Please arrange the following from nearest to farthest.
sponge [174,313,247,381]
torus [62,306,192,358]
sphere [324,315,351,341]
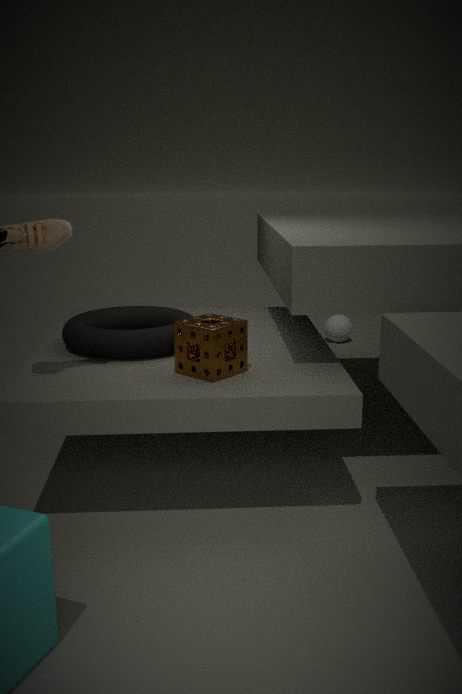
sponge [174,313,247,381] < torus [62,306,192,358] < sphere [324,315,351,341]
